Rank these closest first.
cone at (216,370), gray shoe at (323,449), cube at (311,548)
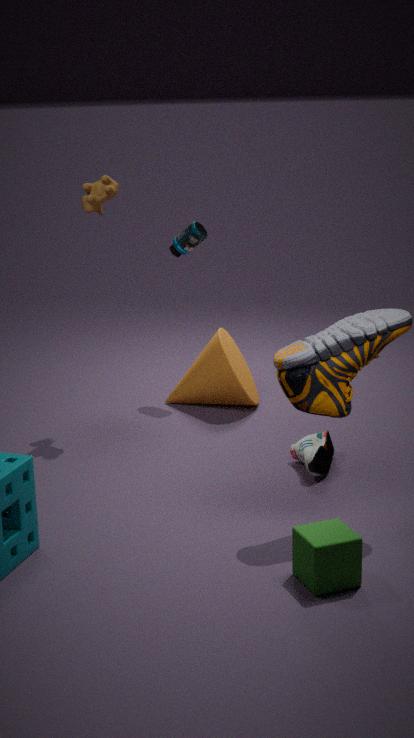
1. cube at (311,548)
2. gray shoe at (323,449)
3. cone at (216,370)
